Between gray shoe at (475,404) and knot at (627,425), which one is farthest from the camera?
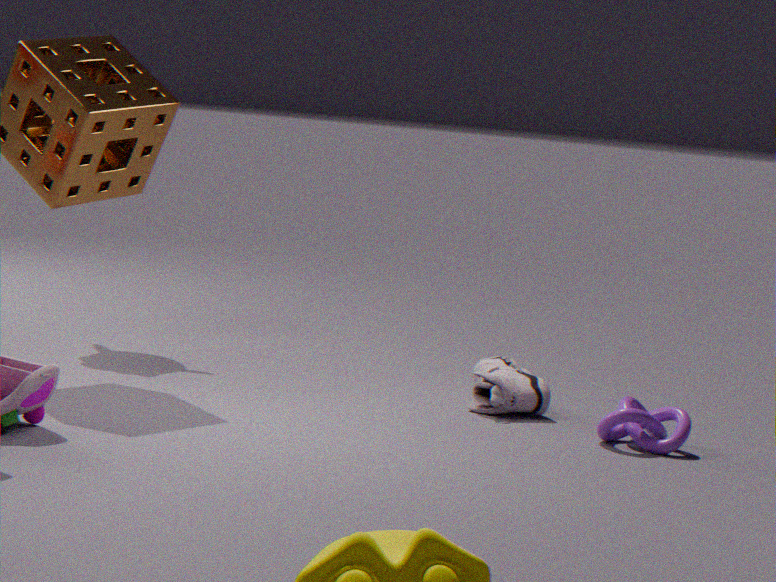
gray shoe at (475,404)
